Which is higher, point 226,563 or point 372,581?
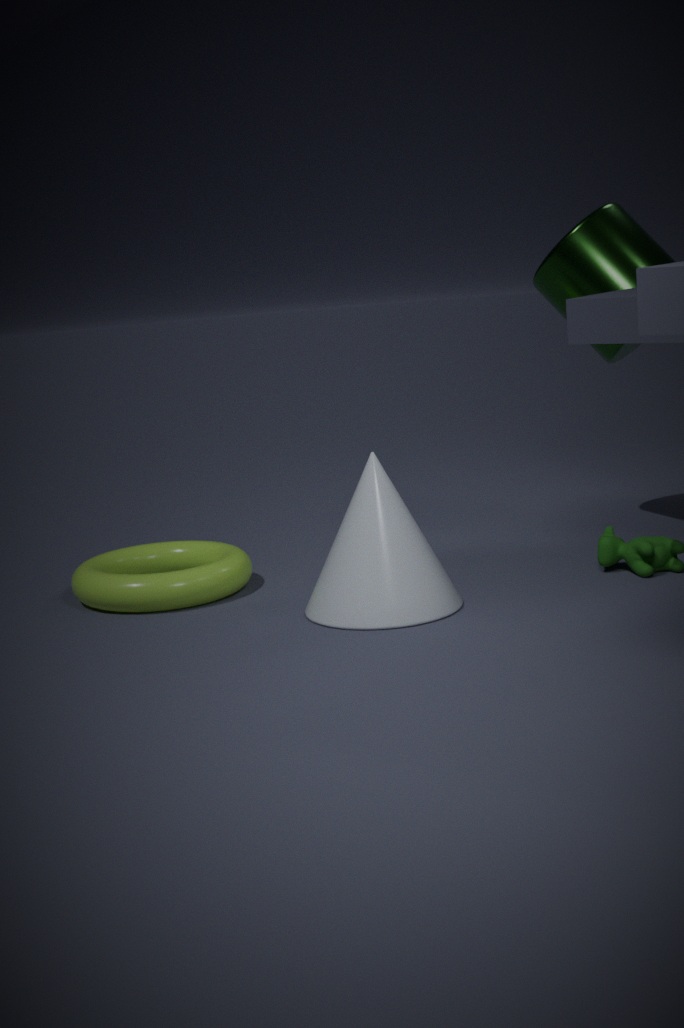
point 372,581
